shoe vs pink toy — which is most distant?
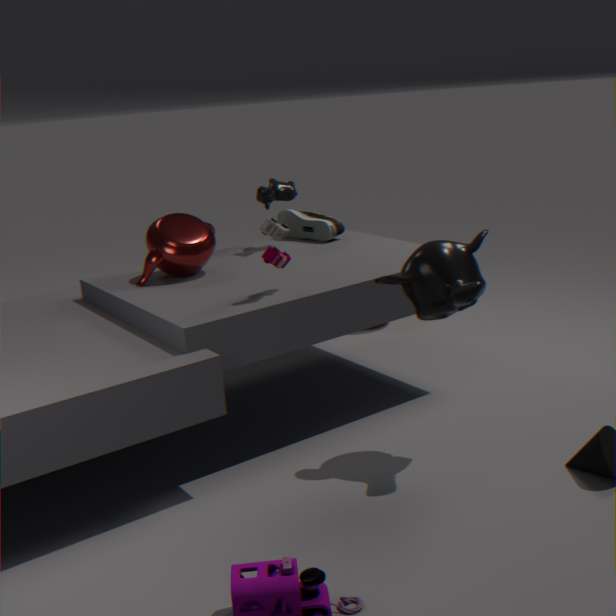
shoe
